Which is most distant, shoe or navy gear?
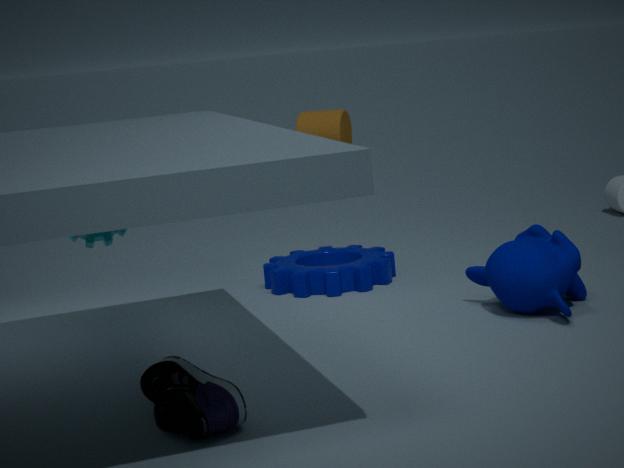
navy gear
